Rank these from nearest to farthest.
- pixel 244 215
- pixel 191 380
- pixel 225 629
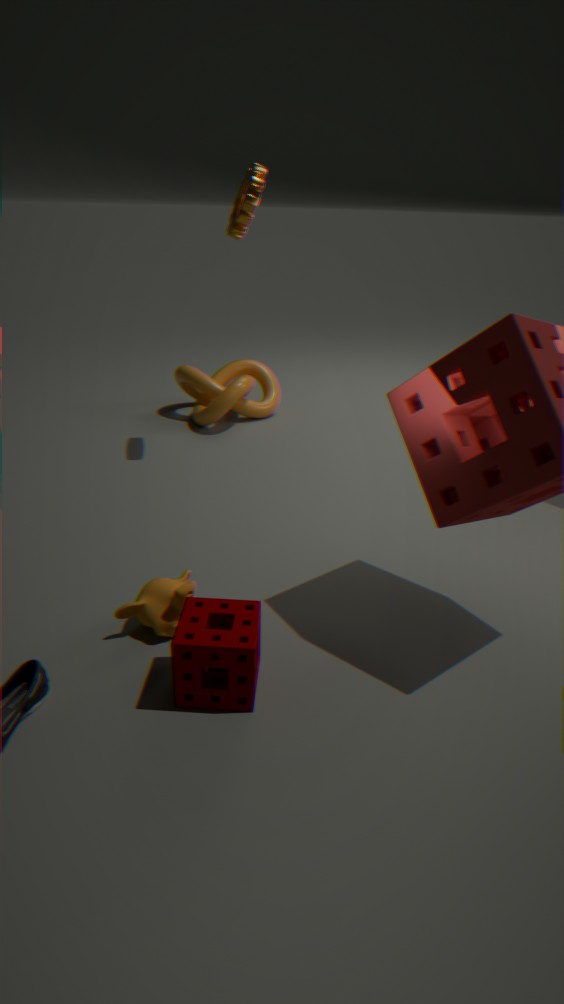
1. pixel 225 629
2. pixel 244 215
3. pixel 191 380
